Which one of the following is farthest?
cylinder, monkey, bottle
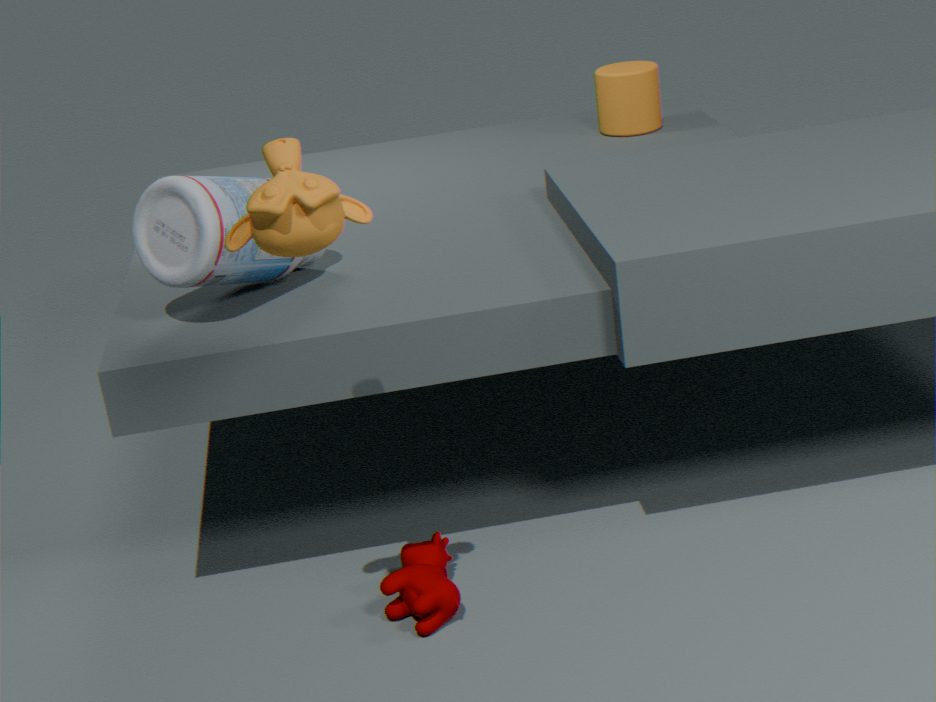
cylinder
